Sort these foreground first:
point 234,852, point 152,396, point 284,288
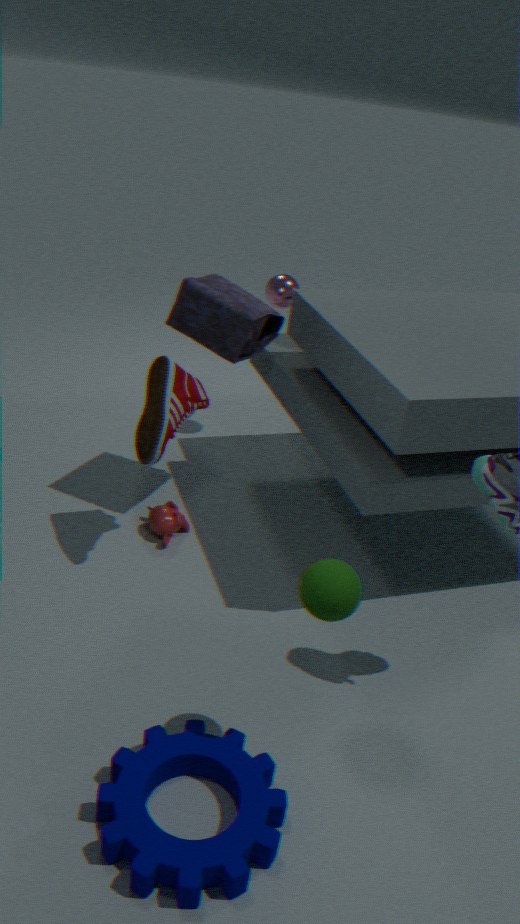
point 234,852 < point 152,396 < point 284,288
